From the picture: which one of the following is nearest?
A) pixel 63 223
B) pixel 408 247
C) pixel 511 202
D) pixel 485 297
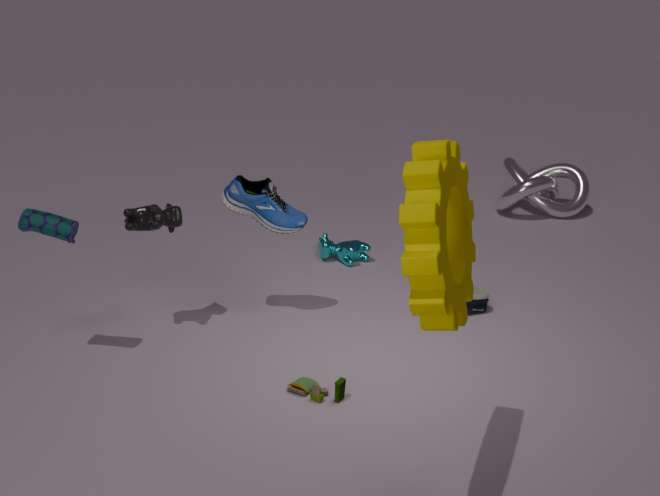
pixel 408 247
